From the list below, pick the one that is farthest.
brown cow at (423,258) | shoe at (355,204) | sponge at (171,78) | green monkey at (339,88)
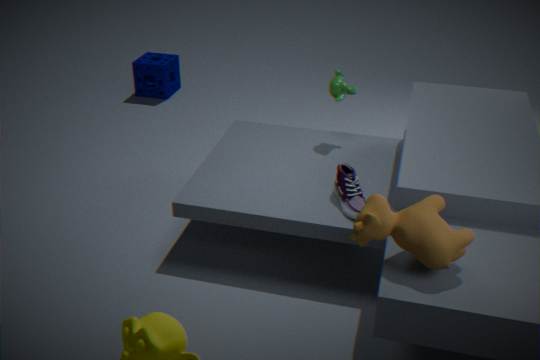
sponge at (171,78)
